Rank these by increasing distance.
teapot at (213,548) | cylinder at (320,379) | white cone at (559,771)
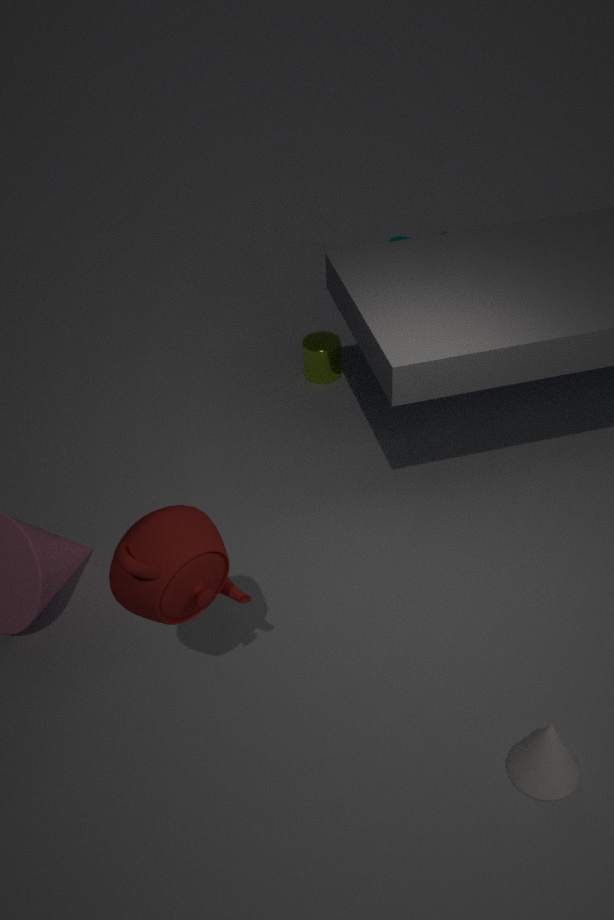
teapot at (213,548), white cone at (559,771), cylinder at (320,379)
